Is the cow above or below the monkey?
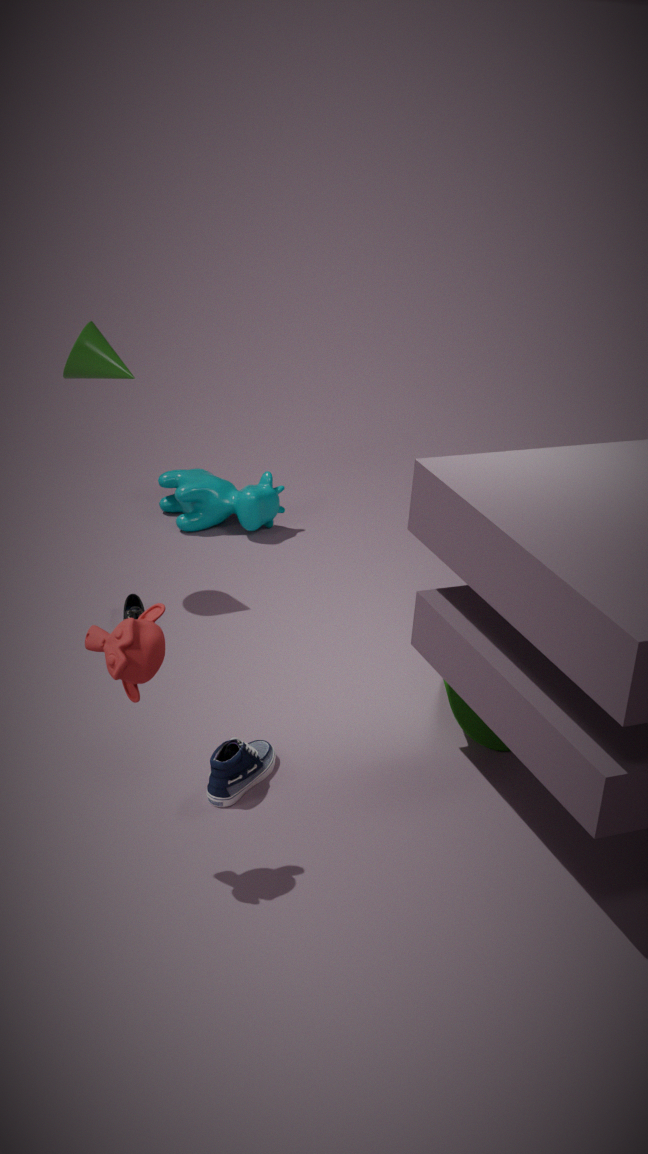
below
